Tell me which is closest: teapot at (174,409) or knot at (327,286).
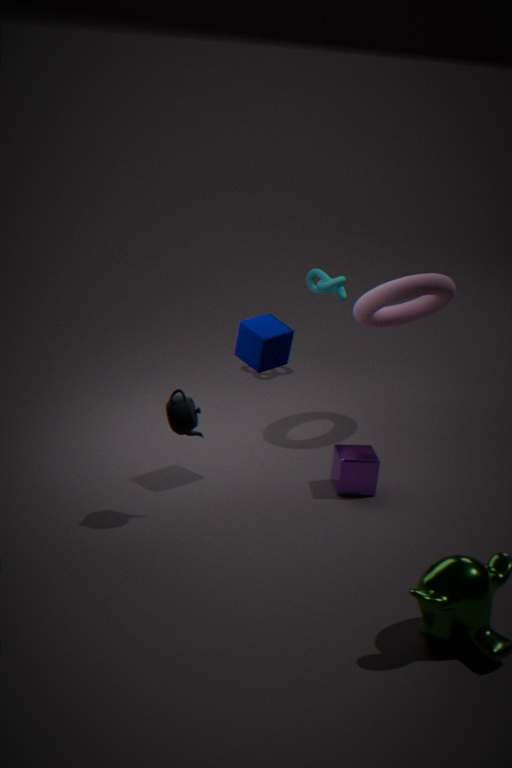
teapot at (174,409)
